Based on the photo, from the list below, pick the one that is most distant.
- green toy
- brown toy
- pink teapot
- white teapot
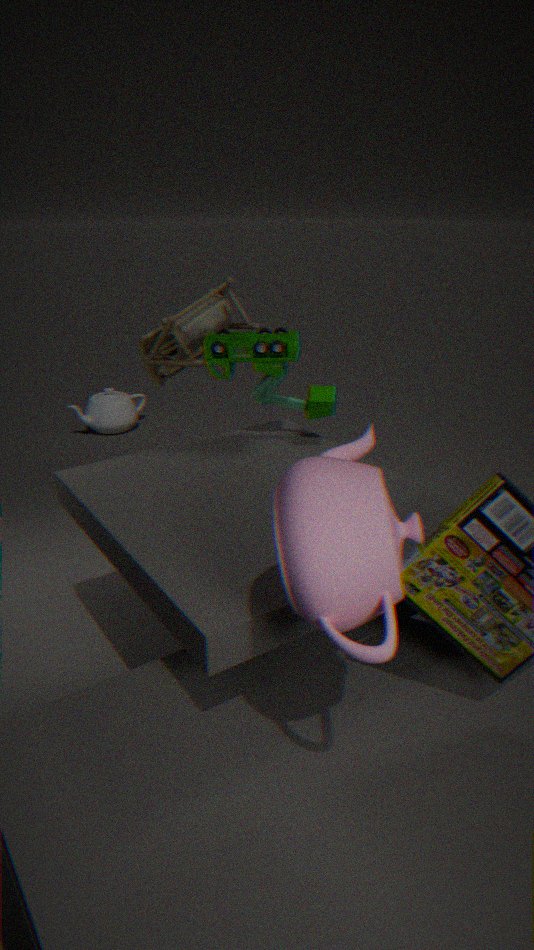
white teapot
